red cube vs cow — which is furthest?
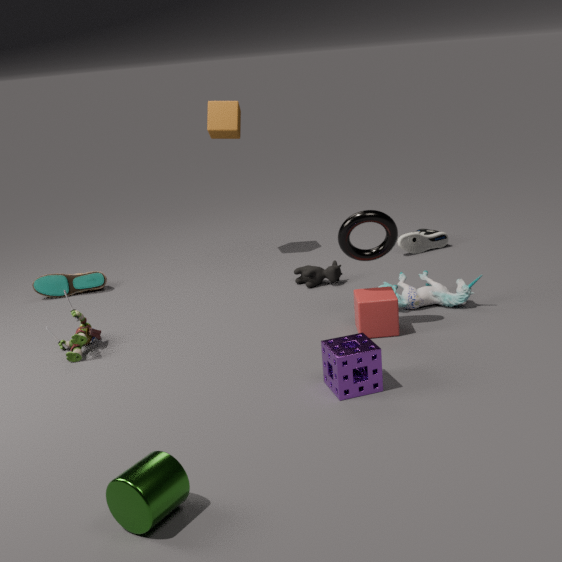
cow
